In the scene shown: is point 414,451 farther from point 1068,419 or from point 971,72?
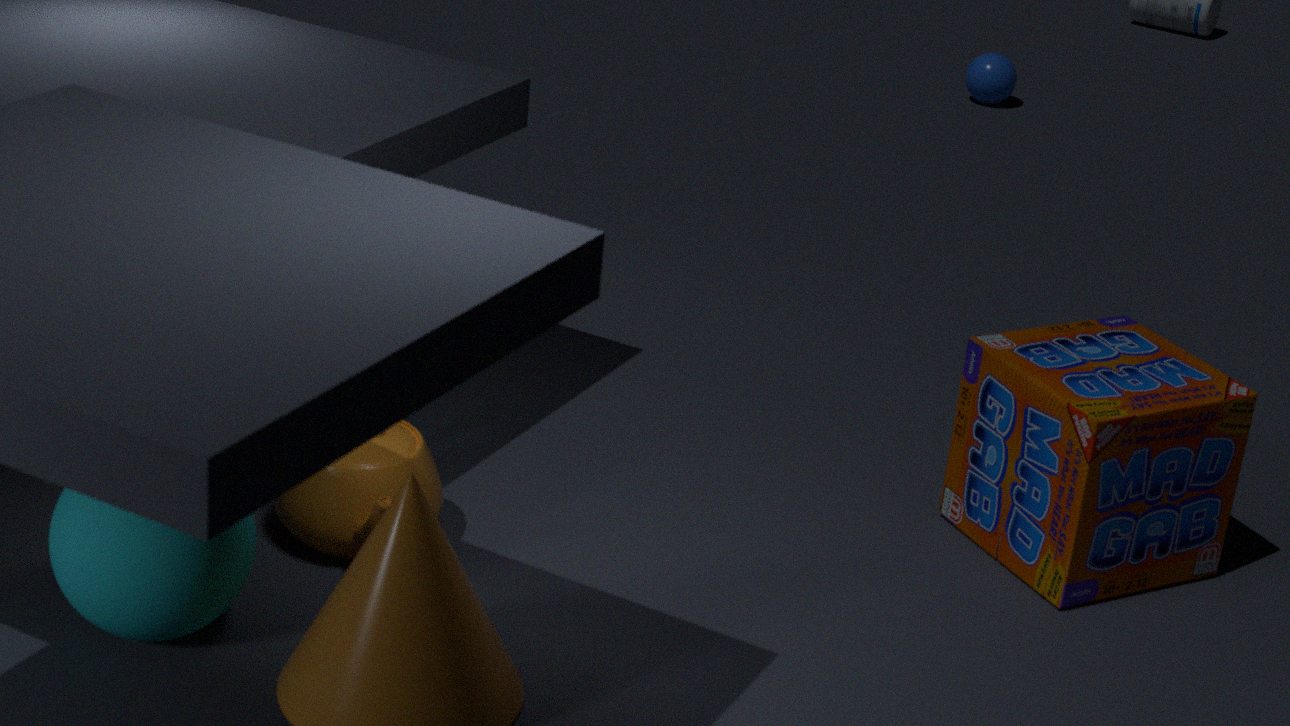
point 971,72
